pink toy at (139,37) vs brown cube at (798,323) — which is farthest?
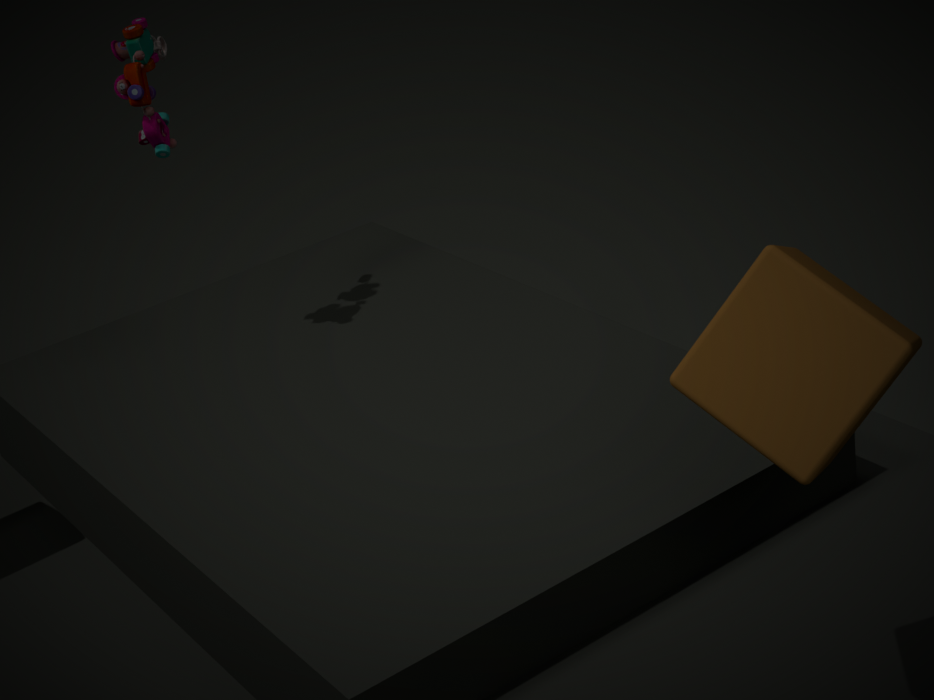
pink toy at (139,37)
